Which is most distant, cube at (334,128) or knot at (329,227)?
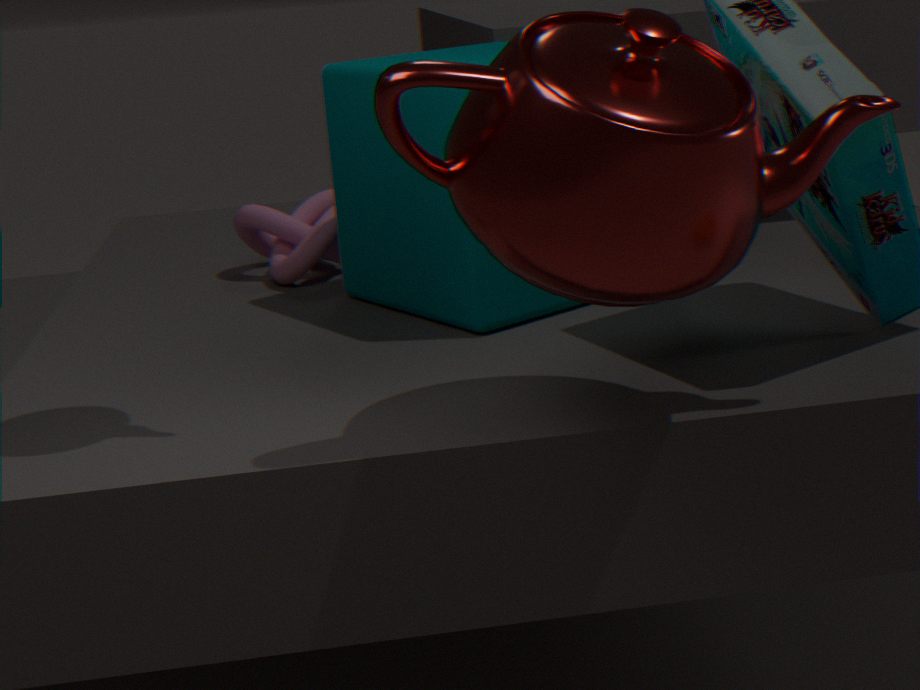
knot at (329,227)
